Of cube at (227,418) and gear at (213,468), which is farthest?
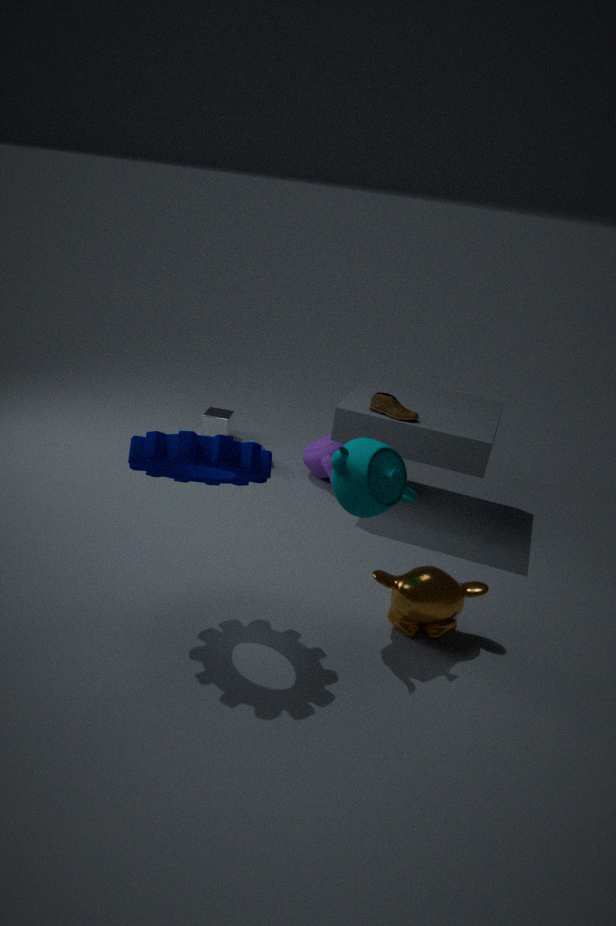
cube at (227,418)
